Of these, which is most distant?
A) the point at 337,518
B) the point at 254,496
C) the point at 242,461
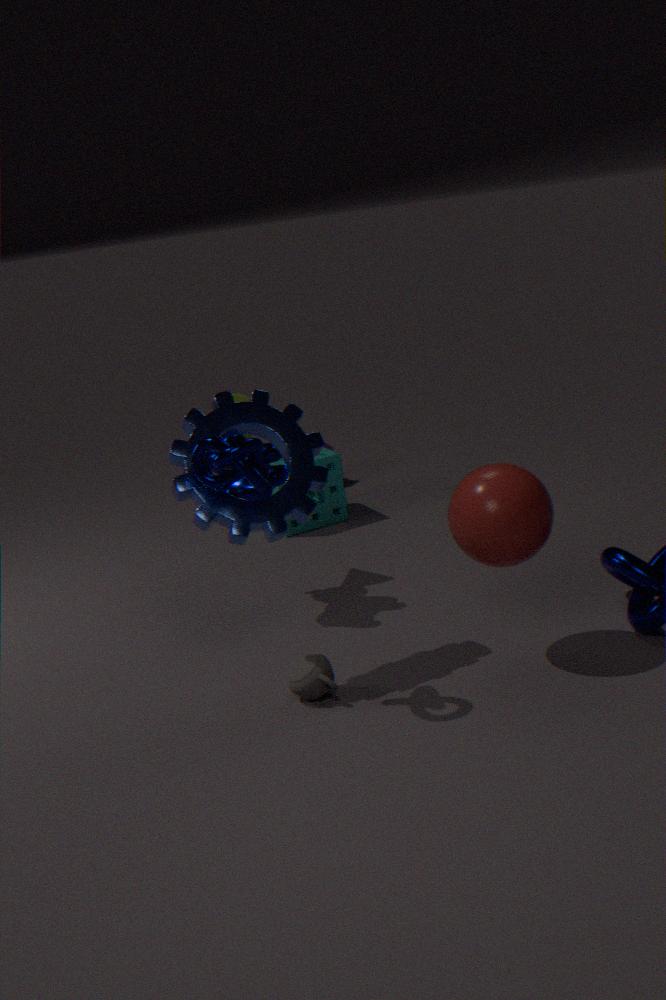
the point at 337,518
